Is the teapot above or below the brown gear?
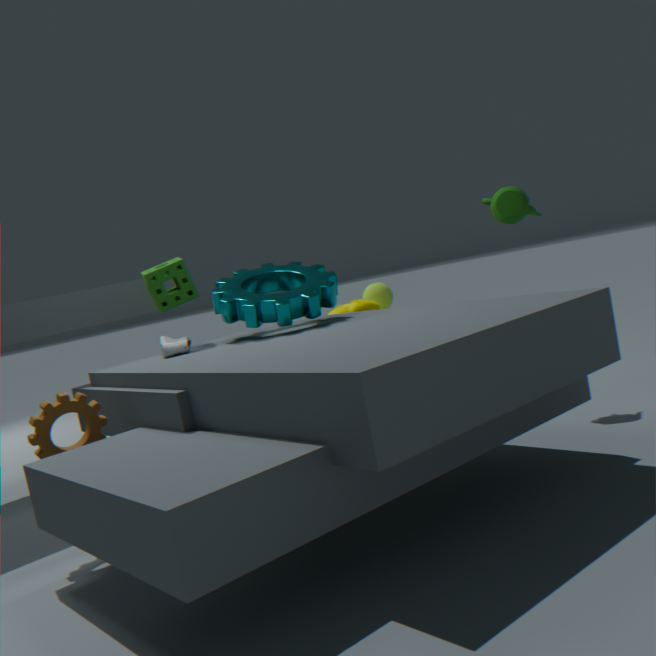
above
